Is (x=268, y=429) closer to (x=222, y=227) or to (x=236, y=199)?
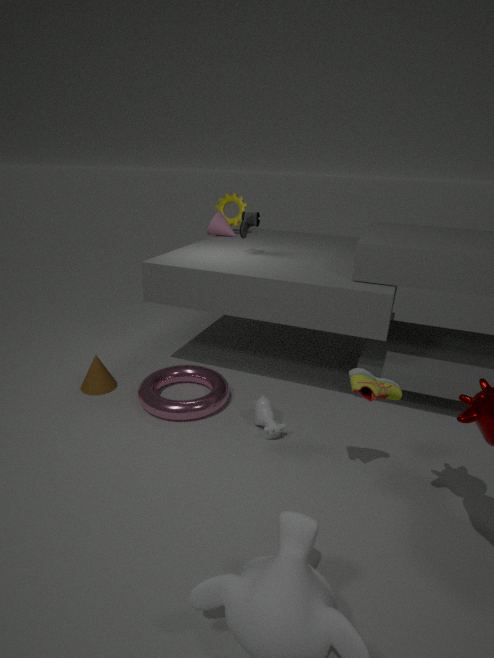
(x=222, y=227)
